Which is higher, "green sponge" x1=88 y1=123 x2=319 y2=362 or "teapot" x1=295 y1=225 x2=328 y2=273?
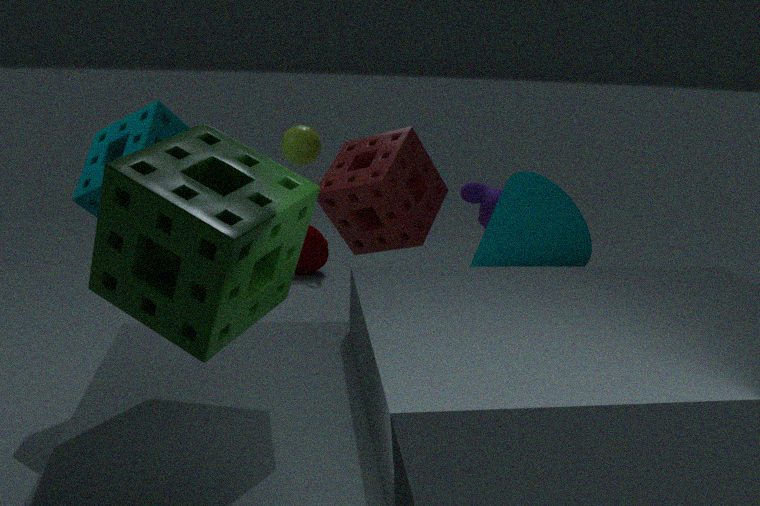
"green sponge" x1=88 y1=123 x2=319 y2=362
